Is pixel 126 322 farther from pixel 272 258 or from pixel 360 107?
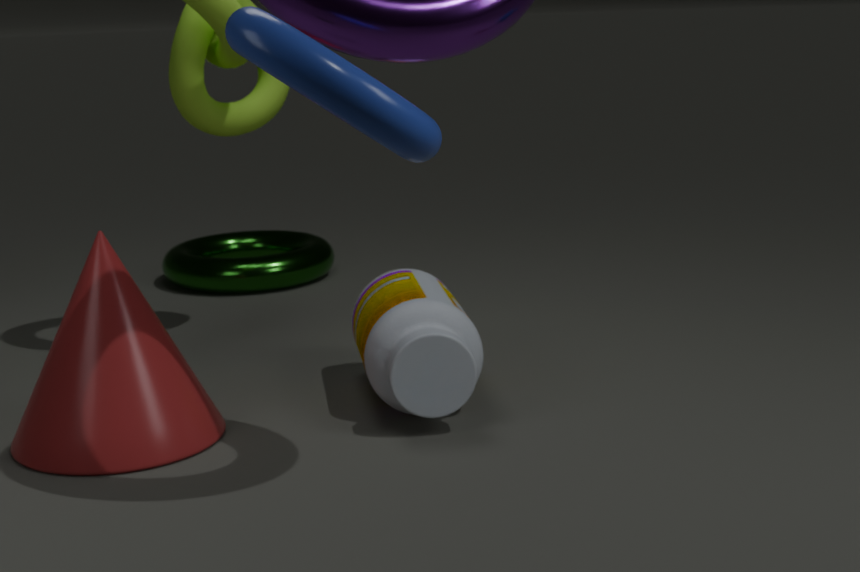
pixel 272 258
